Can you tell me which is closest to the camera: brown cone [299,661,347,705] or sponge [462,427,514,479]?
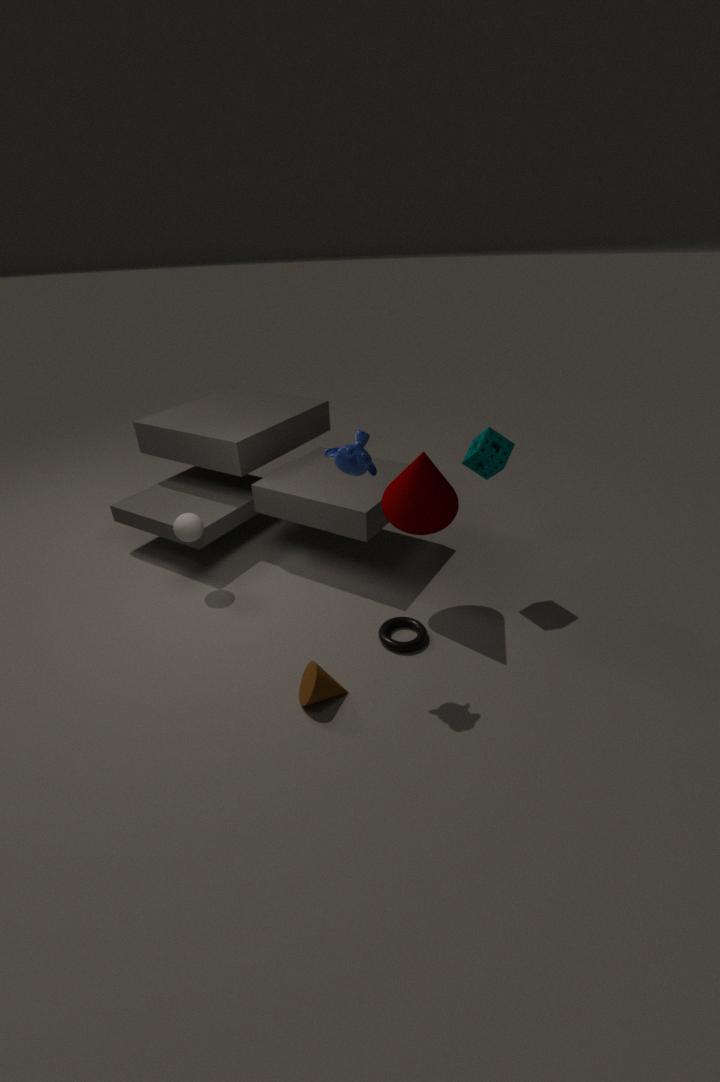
brown cone [299,661,347,705]
